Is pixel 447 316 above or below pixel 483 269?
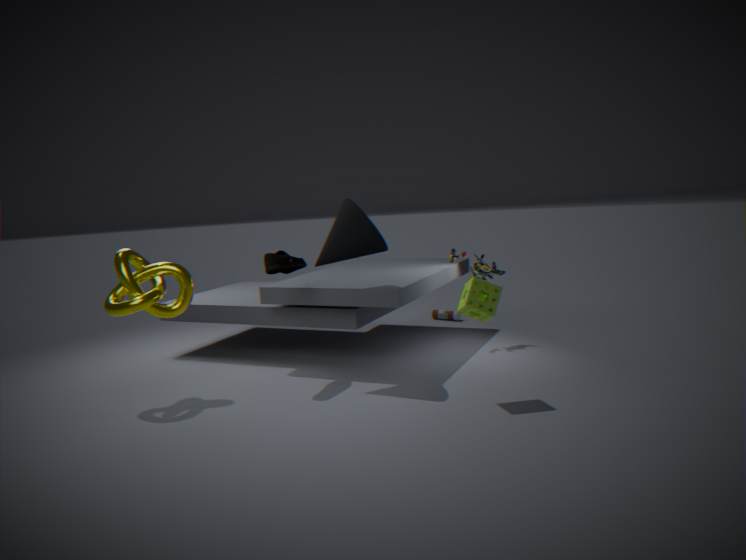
below
